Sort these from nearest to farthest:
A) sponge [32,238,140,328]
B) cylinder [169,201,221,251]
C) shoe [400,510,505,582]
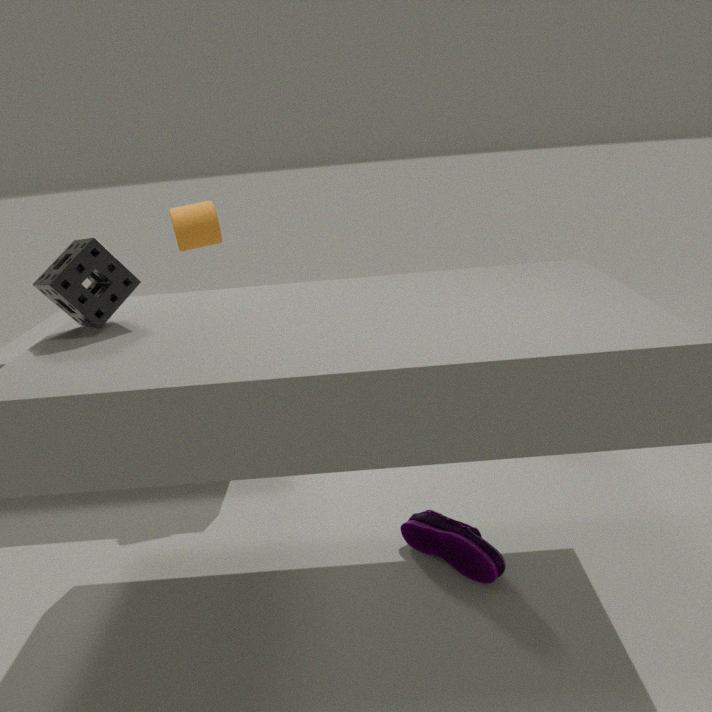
1. sponge [32,238,140,328]
2. shoe [400,510,505,582]
3. cylinder [169,201,221,251]
